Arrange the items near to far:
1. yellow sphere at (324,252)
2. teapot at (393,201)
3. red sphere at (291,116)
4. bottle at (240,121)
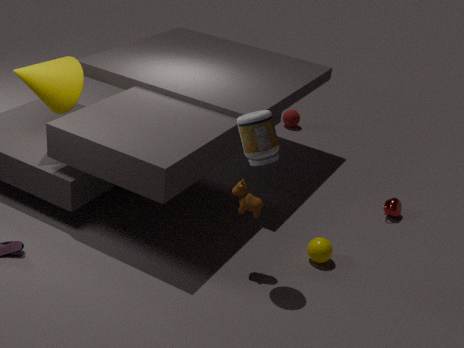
bottle at (240,121), yellow sphere at (324,252), teapot at (393,201), red sphere at (291,116)
